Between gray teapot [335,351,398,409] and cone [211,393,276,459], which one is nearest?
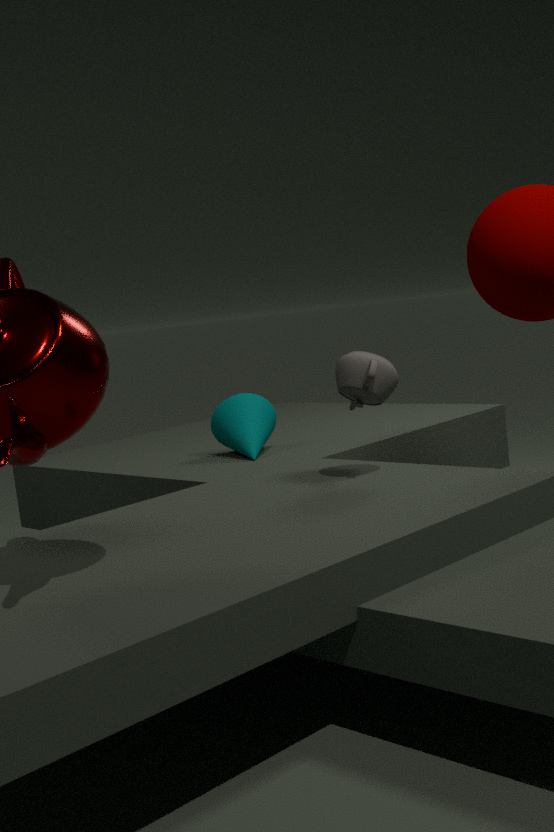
gray teapot [335,351,398,409]
